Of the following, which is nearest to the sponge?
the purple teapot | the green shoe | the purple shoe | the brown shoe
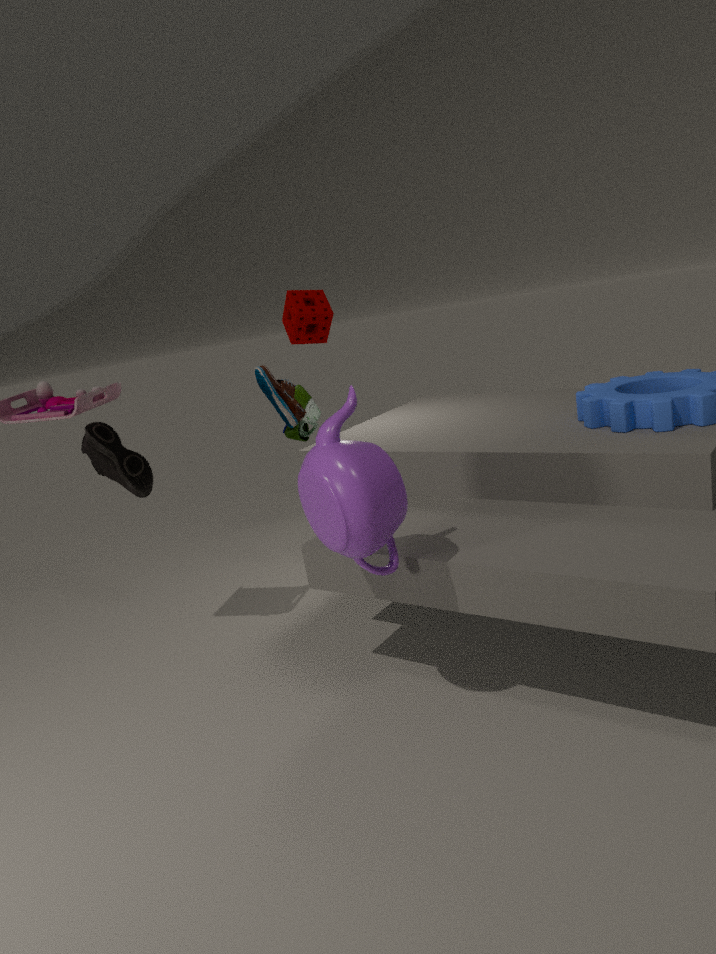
the green shoe
